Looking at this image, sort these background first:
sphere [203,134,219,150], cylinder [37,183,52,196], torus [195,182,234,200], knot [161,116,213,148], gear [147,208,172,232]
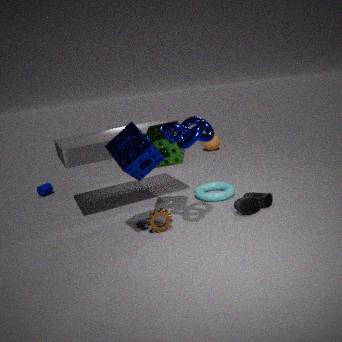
sphere [203,134,219,150] < cylinder [37,183,52,196] < torus [195,182,234,200] < gear [147,208,172,232] < knot [161,116,213,148]
